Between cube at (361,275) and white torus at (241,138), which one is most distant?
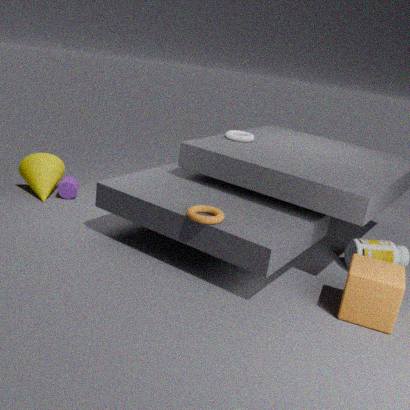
white torus at (241,138)
